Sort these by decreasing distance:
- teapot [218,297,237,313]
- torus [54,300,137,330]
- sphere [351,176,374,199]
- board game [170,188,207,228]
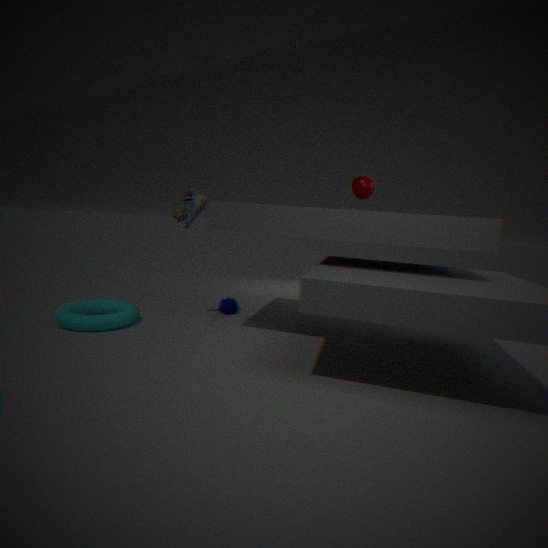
teapot [218,297,237,313] → sphere [351,176,374,199] → board game [170,188,207,228] → torus [54,300,137,330]
